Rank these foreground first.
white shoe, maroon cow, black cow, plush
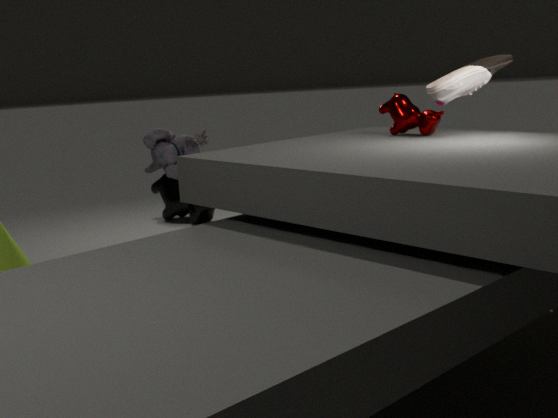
white shoe < maroon cow < plush < black cow
